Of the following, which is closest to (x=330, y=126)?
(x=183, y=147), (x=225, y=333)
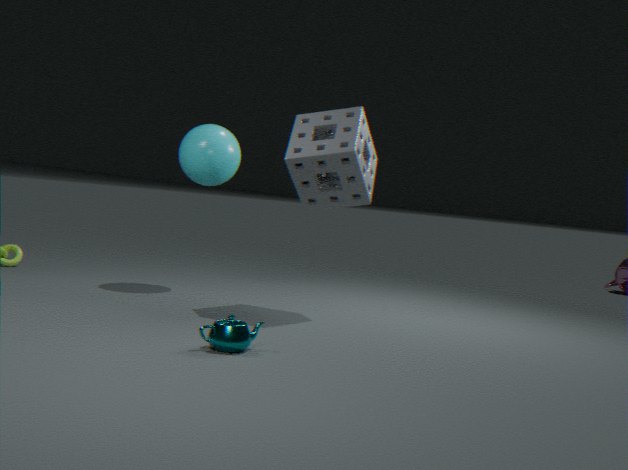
(x=183, y=147)
